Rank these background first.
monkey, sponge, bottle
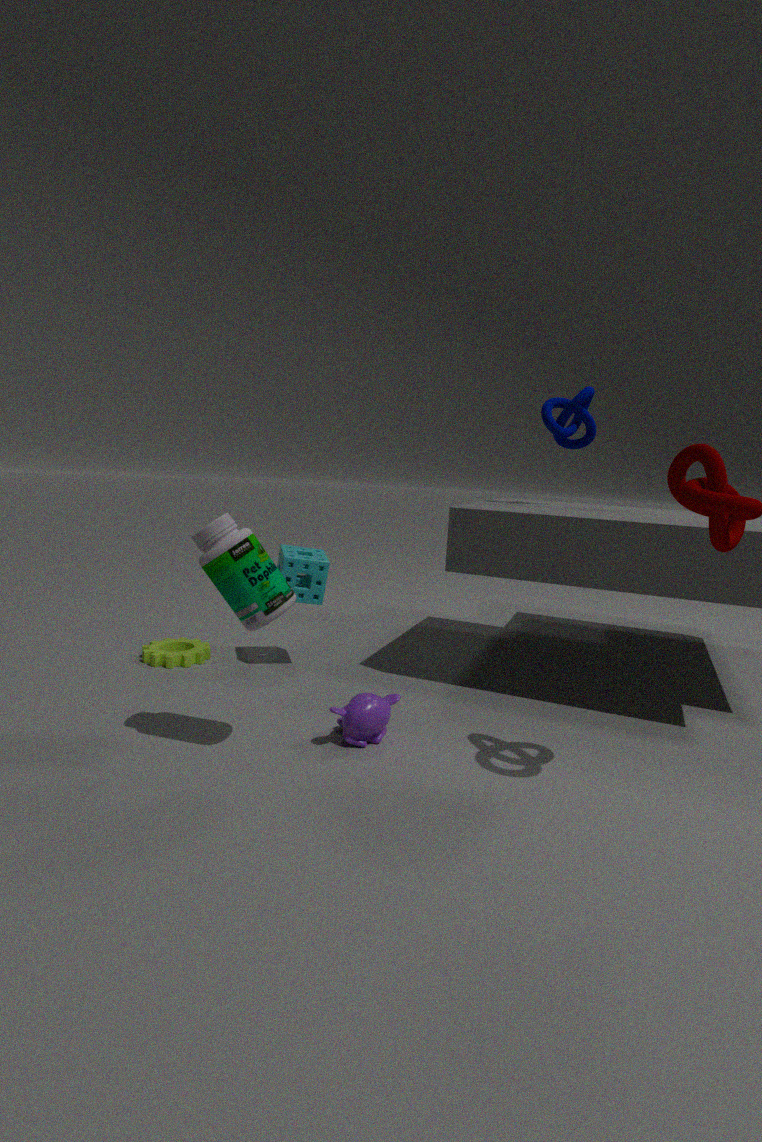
sponge → monkey → bottle
